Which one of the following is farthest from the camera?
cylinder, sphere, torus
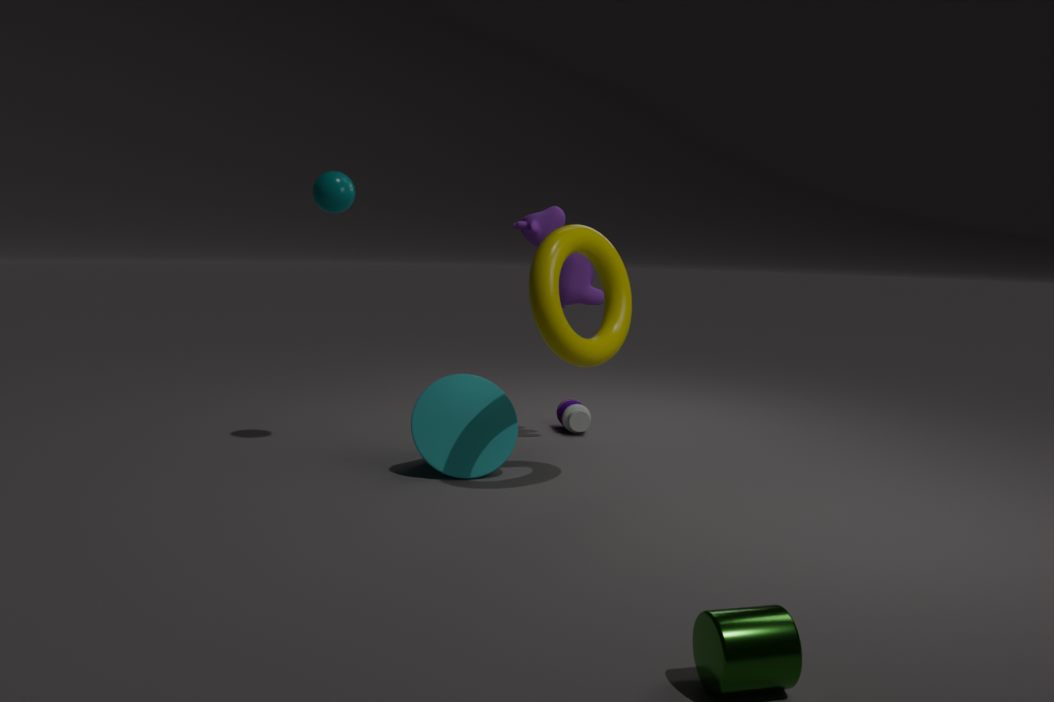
sphere
